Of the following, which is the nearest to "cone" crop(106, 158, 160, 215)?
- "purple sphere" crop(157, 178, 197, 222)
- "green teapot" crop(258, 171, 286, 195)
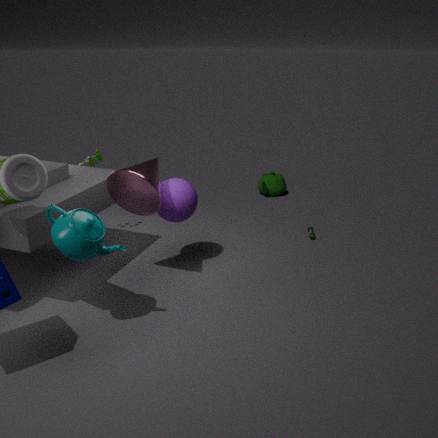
"purple sphere" crop(157, 178, 197, 222)
